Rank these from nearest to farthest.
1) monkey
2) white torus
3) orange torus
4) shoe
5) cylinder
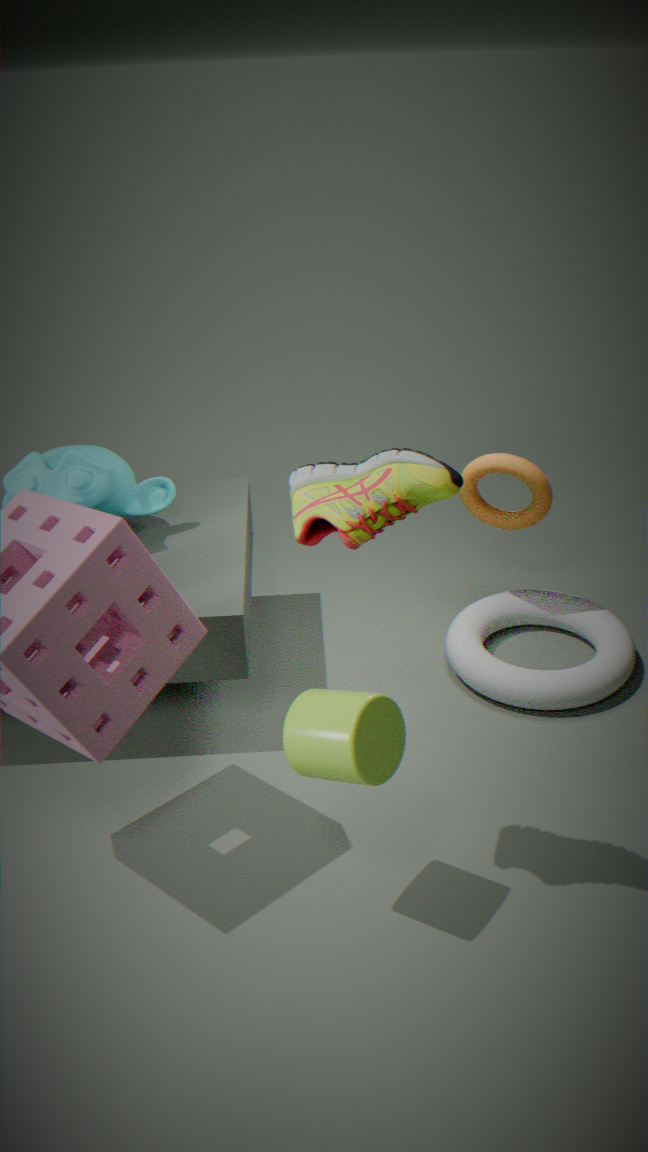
1. 4. shoe
2. 5. cylinder
3. 1. monkey
4. 2. white torus
5. 3. orange torus
